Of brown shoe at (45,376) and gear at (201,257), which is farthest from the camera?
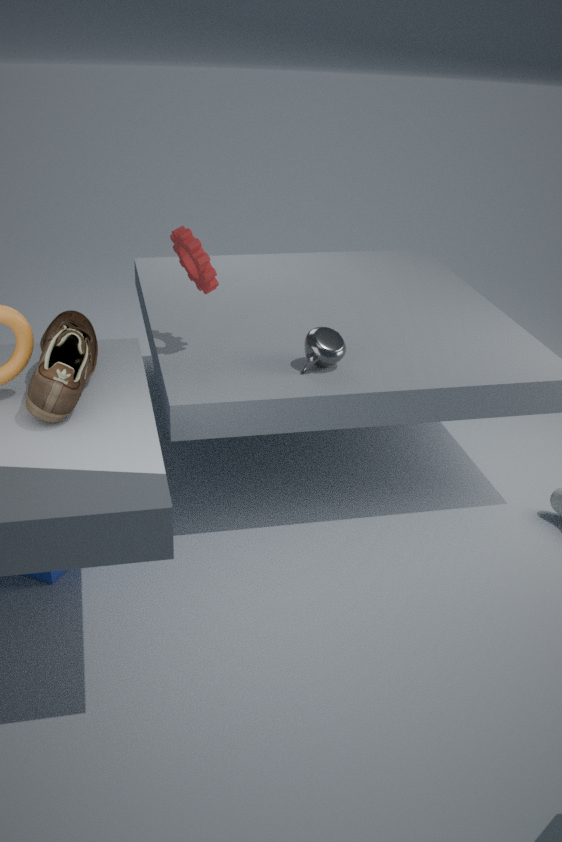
gear at (201,257)
